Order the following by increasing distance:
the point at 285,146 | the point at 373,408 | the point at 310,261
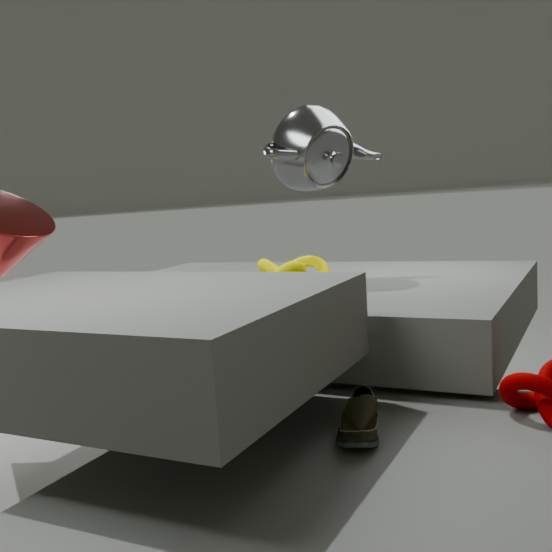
1. the point at 373,408
2. the point at 310,261
3. the point at 285,146
